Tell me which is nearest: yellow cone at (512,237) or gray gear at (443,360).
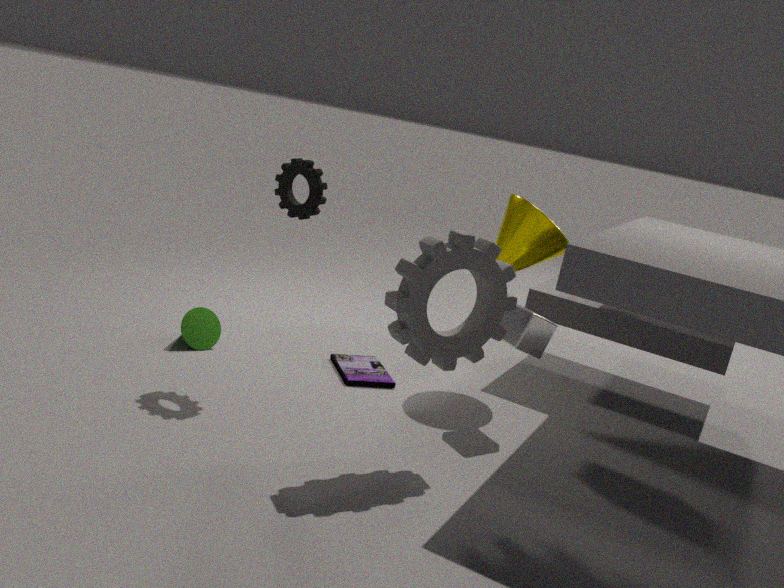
gray gear at (443,360)
